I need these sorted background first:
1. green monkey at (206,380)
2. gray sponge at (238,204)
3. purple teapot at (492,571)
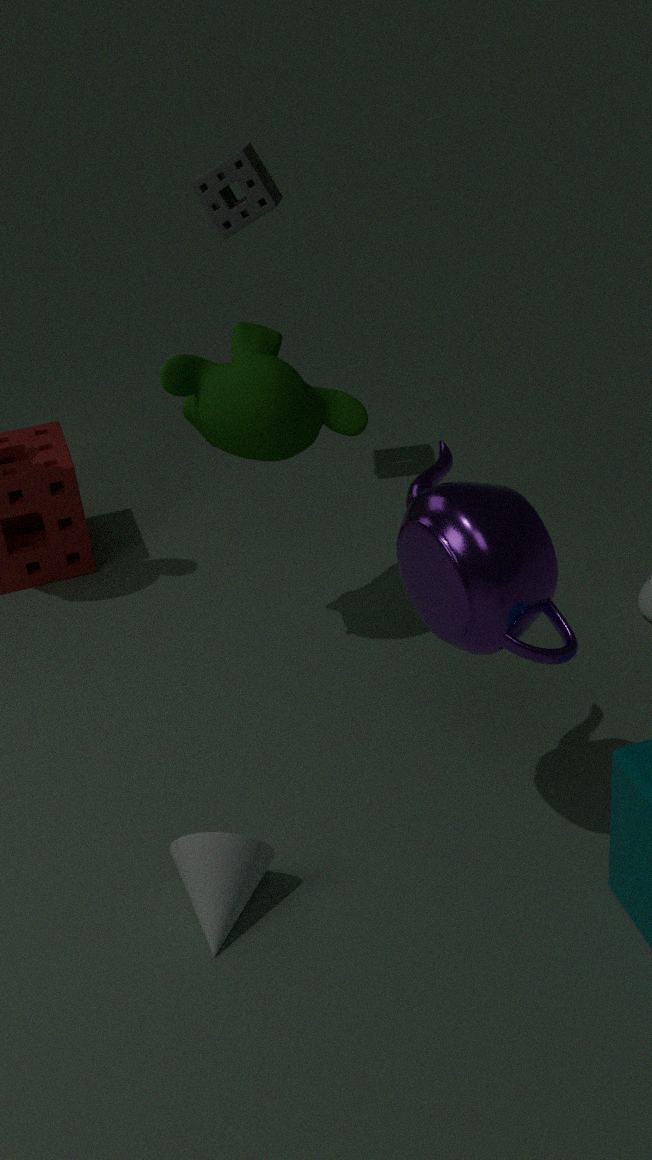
gray sponge at (238,204), green monkey at (206,380), purple teapot at (492,571)
